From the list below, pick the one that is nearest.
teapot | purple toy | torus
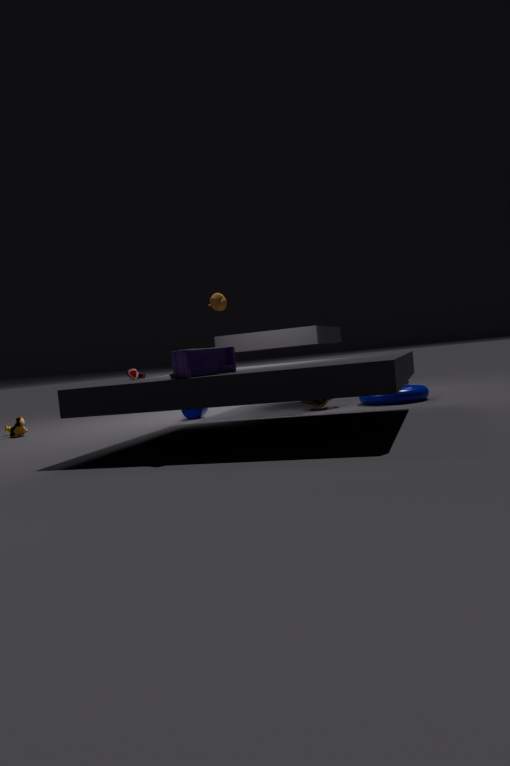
purple toy
